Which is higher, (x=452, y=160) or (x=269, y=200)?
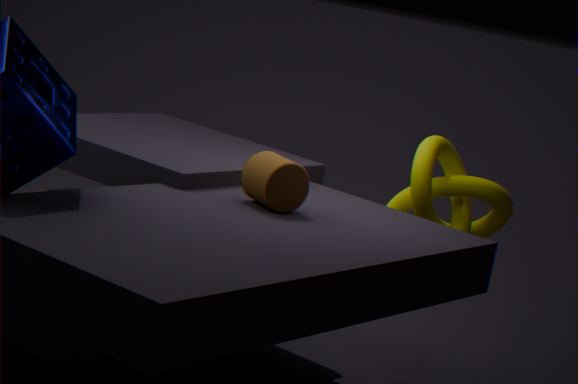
(x=269, y=200)
